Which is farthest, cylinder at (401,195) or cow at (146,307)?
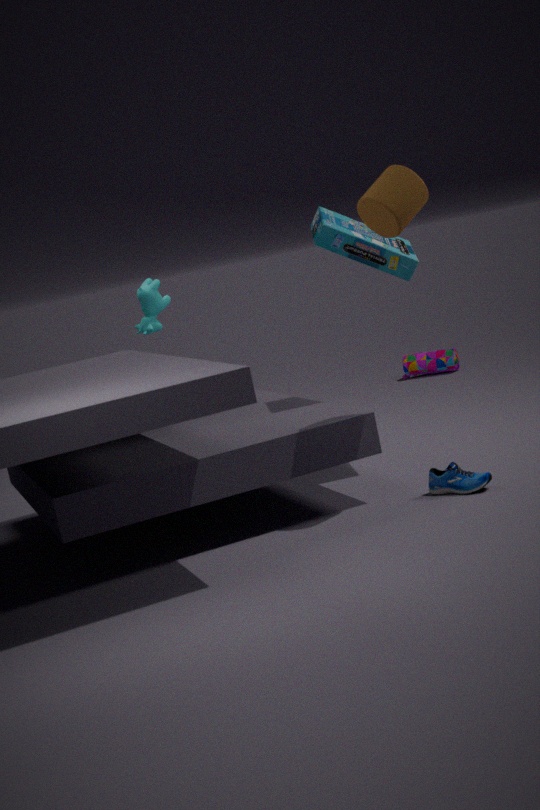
cow at (146,307)
